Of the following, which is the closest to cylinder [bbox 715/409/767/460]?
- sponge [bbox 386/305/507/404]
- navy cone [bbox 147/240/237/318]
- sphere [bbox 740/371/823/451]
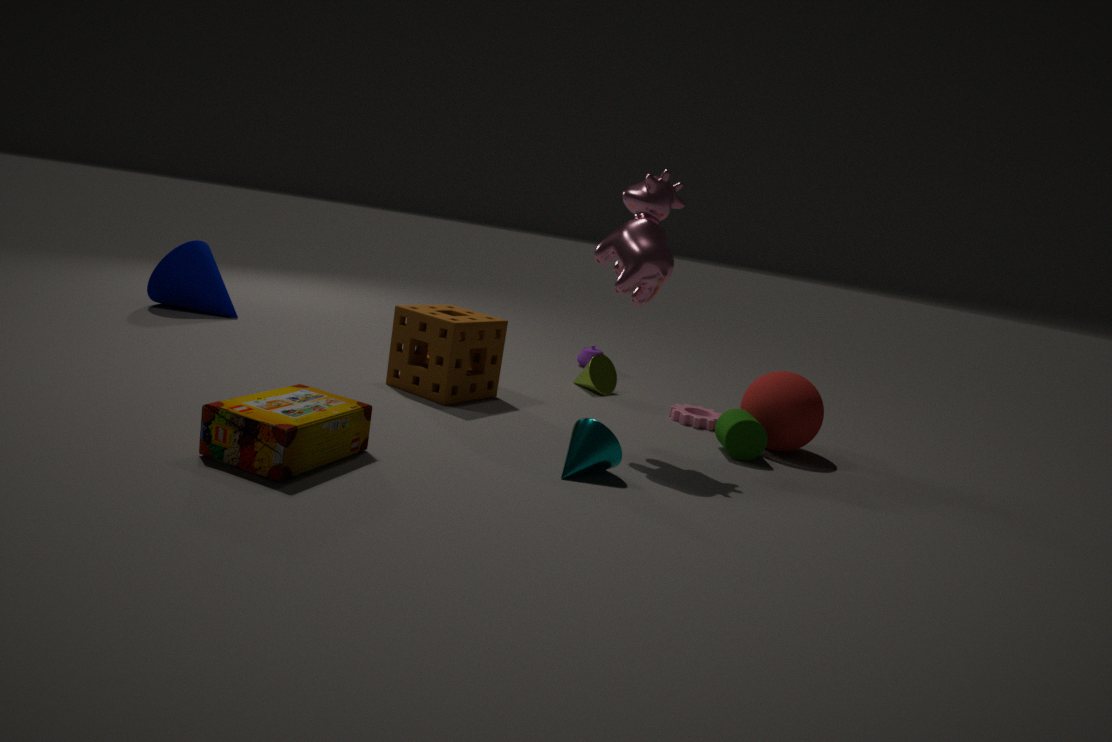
sphere [bbox 740/371/823/451]
